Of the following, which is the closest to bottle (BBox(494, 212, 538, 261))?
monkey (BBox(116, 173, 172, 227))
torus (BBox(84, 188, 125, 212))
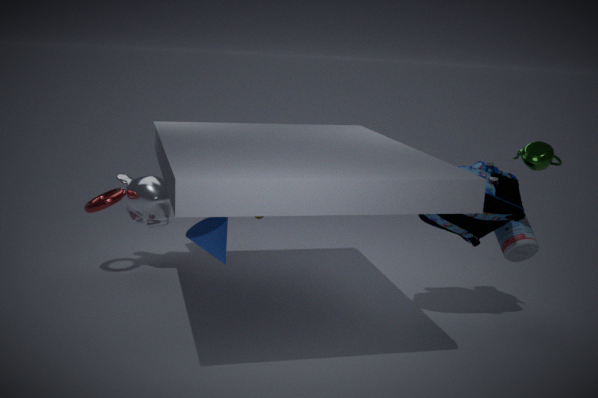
monkey (BBox(116, 173, 172, 227))
